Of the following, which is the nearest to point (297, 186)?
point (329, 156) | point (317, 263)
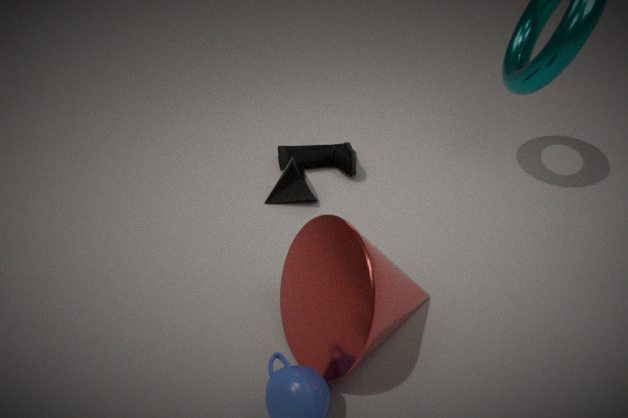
point (329, 156)
